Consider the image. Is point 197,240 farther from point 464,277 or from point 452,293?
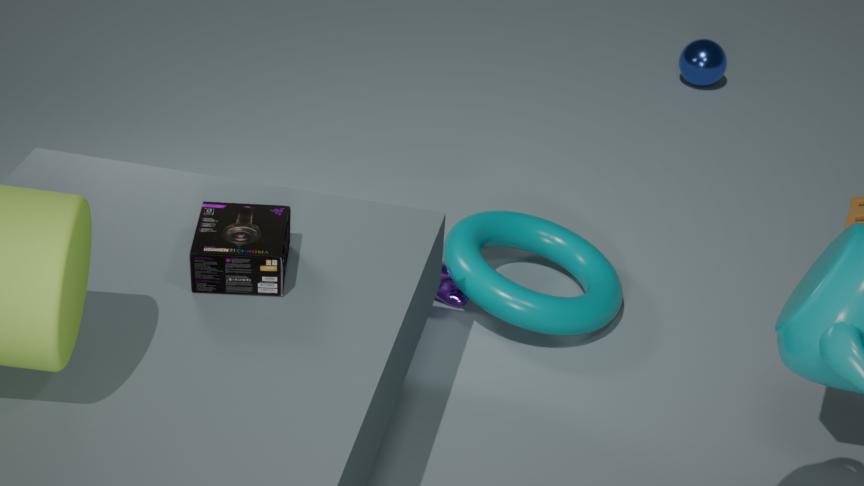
point 464,277
